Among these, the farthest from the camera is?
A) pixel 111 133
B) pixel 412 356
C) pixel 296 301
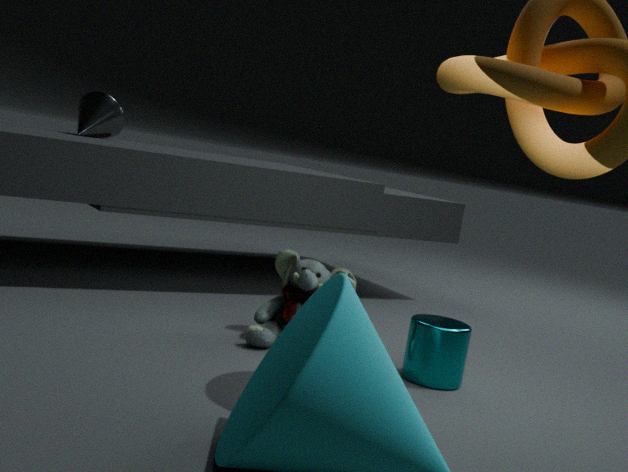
pixel 111 133
